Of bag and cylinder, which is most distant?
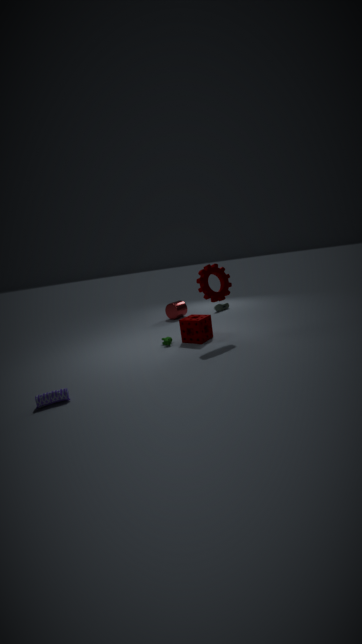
cylinder
